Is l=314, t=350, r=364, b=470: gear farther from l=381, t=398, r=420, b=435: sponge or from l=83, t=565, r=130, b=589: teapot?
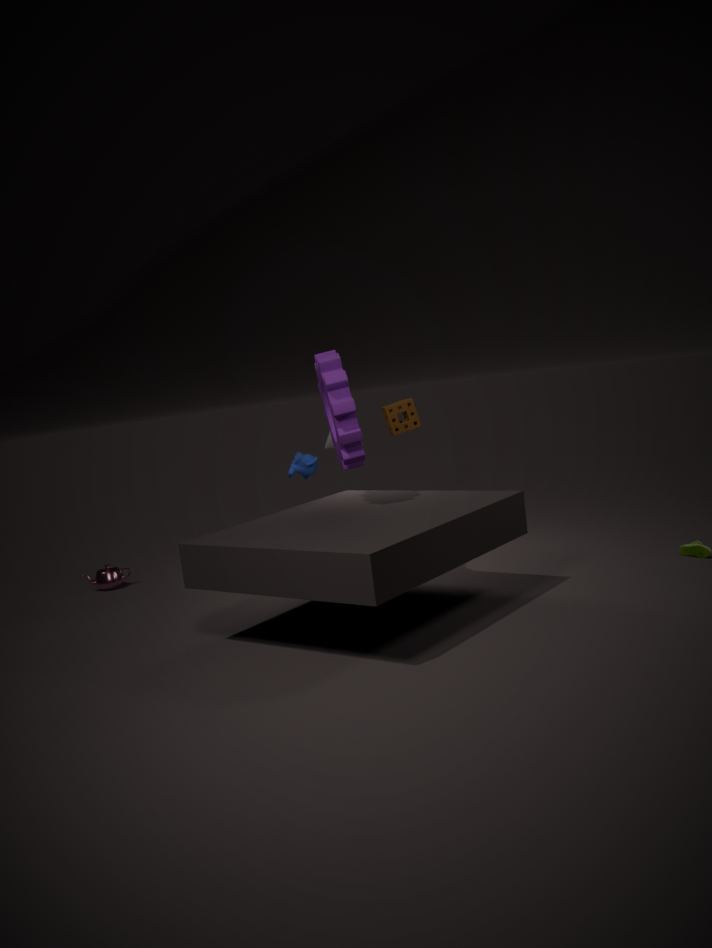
l=83, t=565, r=130, b=589: teapot
